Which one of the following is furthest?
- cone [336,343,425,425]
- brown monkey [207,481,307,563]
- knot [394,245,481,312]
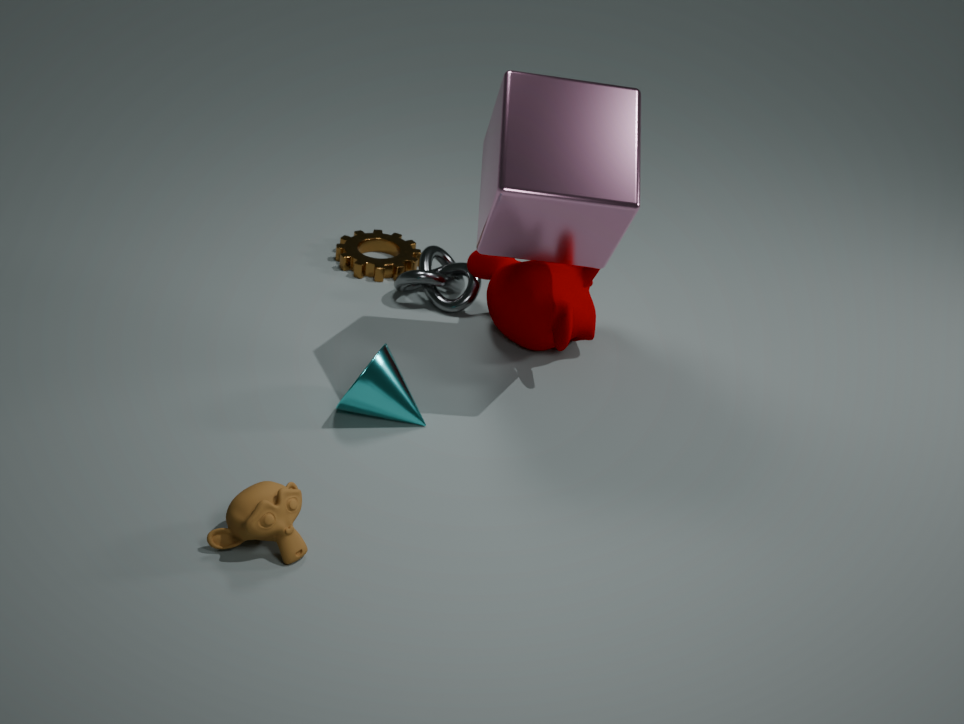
knot [394,245,481,312]
